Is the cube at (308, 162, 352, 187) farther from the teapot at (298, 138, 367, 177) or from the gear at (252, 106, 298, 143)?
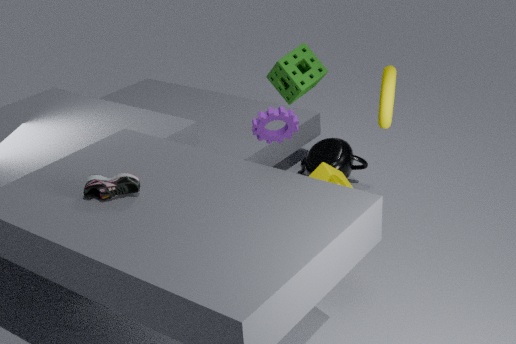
the teapot at (298, 138, 367, 177)
